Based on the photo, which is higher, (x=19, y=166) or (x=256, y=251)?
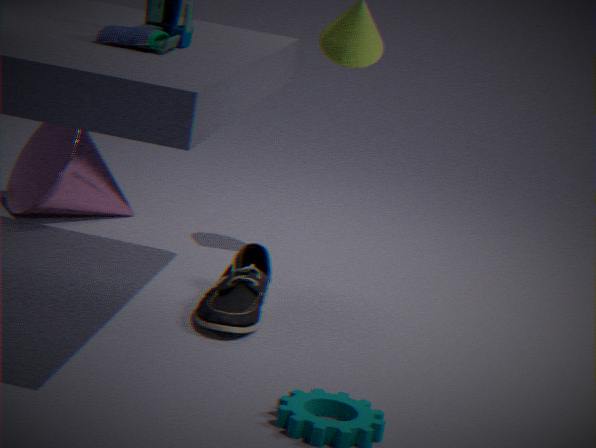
(x=19, y=166)
